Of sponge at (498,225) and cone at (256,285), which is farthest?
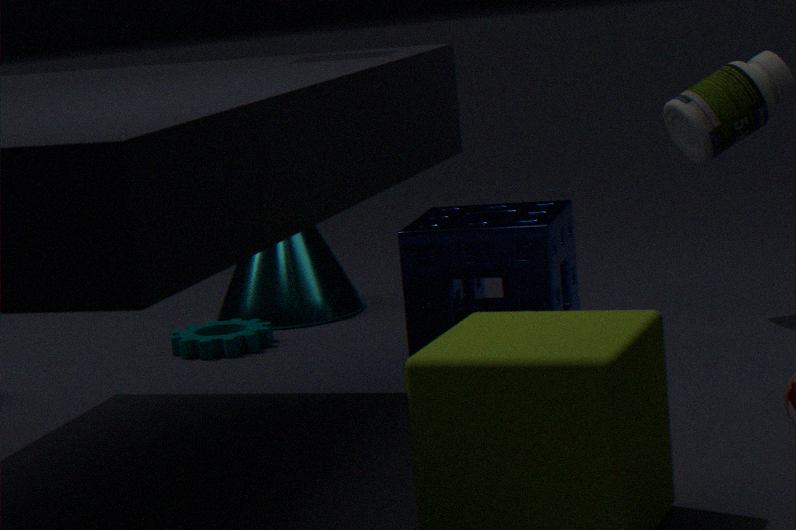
cone at (256,285)
